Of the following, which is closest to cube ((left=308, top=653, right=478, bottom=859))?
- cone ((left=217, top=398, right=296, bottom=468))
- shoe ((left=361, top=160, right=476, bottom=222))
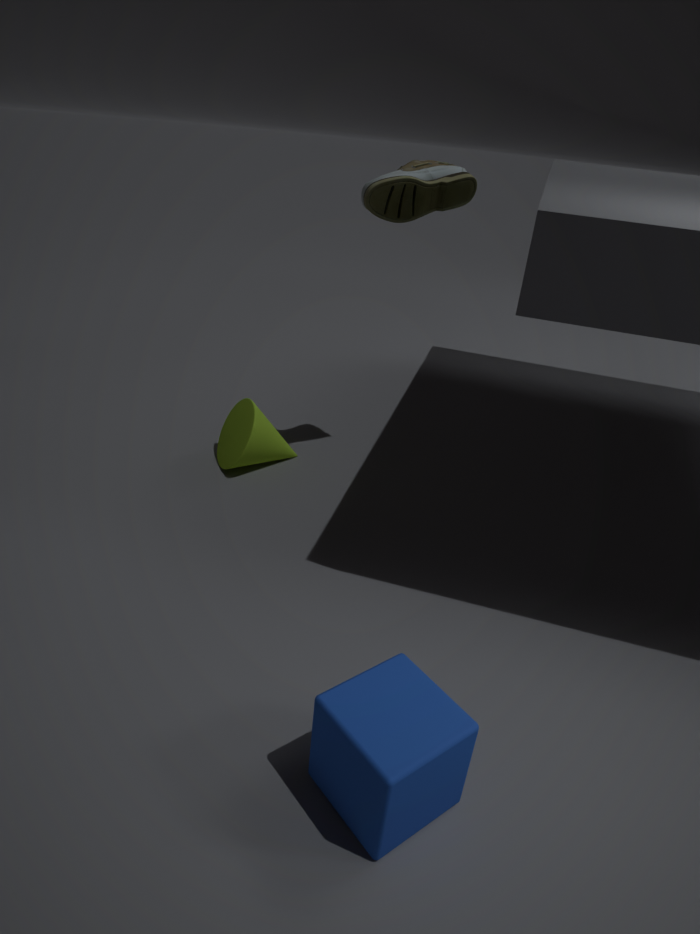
cone ((left=217, top=398, right=296, bottom=468))
